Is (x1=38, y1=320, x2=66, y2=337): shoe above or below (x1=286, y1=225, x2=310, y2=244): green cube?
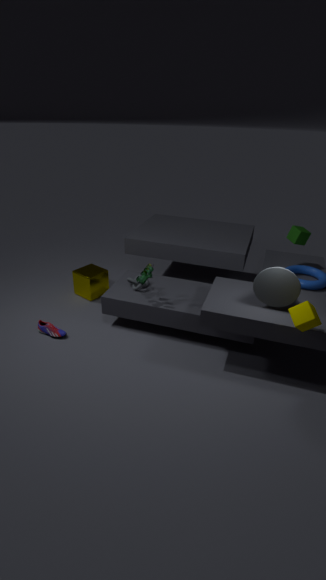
below
